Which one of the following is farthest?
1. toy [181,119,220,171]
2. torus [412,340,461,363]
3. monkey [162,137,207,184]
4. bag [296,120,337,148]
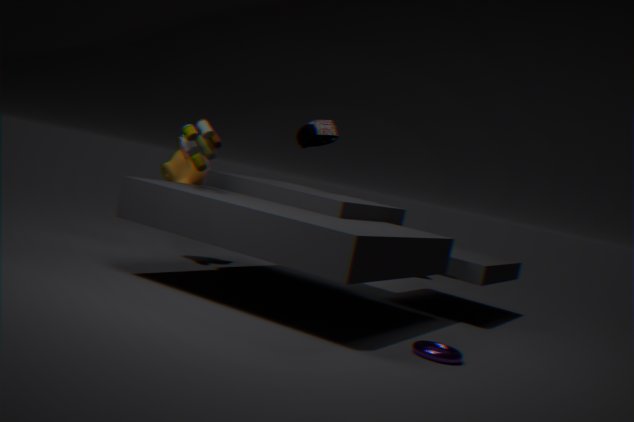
bag [296,120,337,148]
